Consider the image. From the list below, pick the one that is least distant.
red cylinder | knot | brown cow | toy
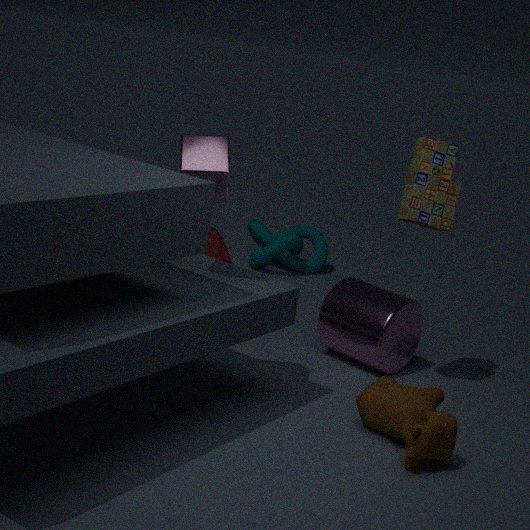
brown cow
